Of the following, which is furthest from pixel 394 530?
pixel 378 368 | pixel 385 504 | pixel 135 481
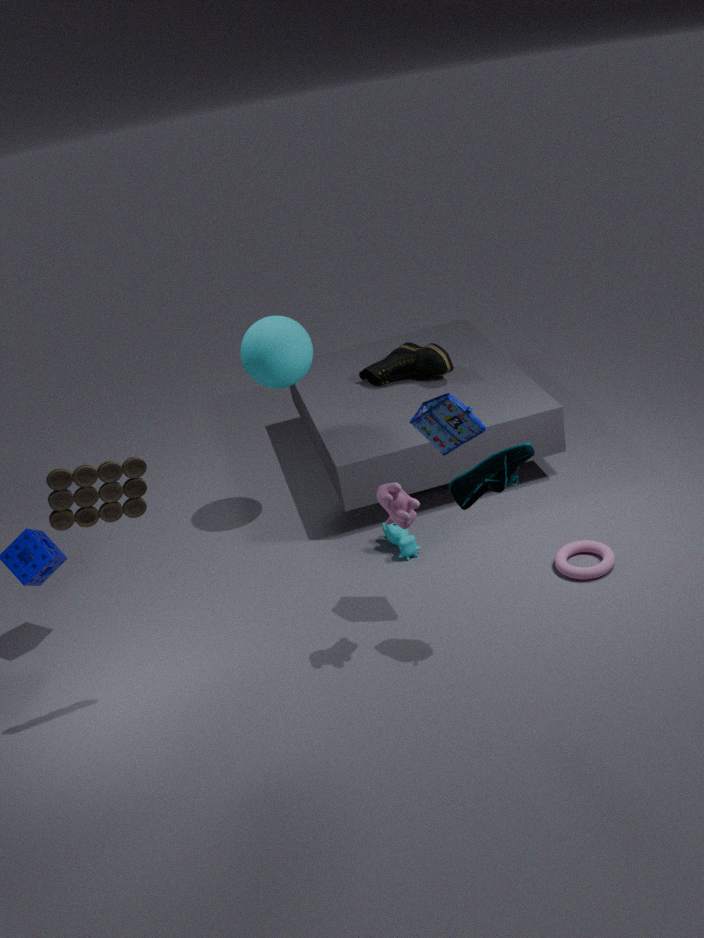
pixel 135 481
